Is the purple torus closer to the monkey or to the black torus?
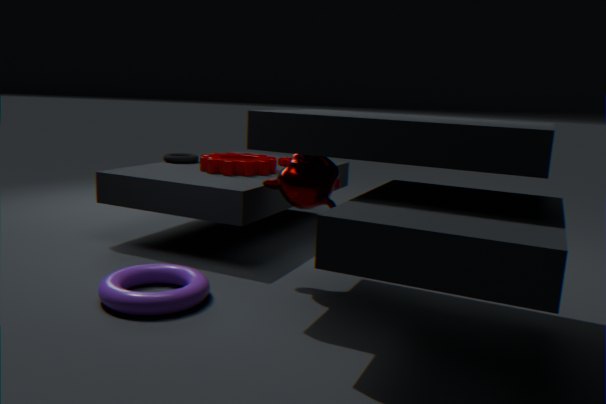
the monkey
